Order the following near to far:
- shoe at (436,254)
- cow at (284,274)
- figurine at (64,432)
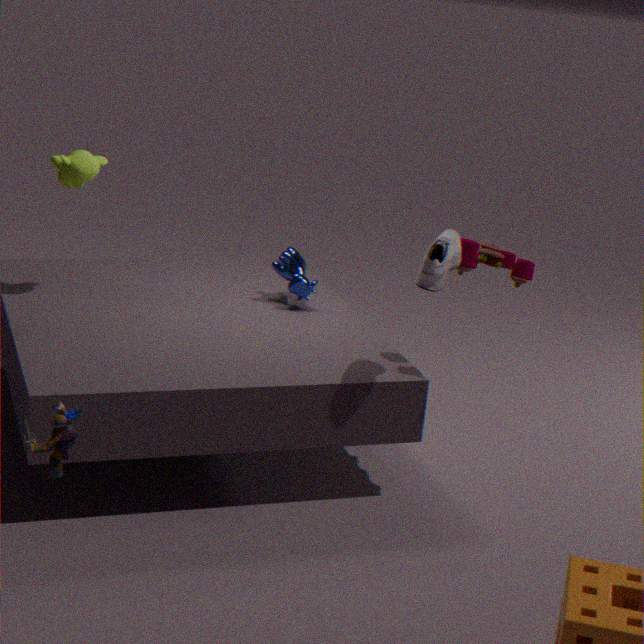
1. figurine at (64,432)
2. shoe at (436,254)
3. cow at (284,274)
